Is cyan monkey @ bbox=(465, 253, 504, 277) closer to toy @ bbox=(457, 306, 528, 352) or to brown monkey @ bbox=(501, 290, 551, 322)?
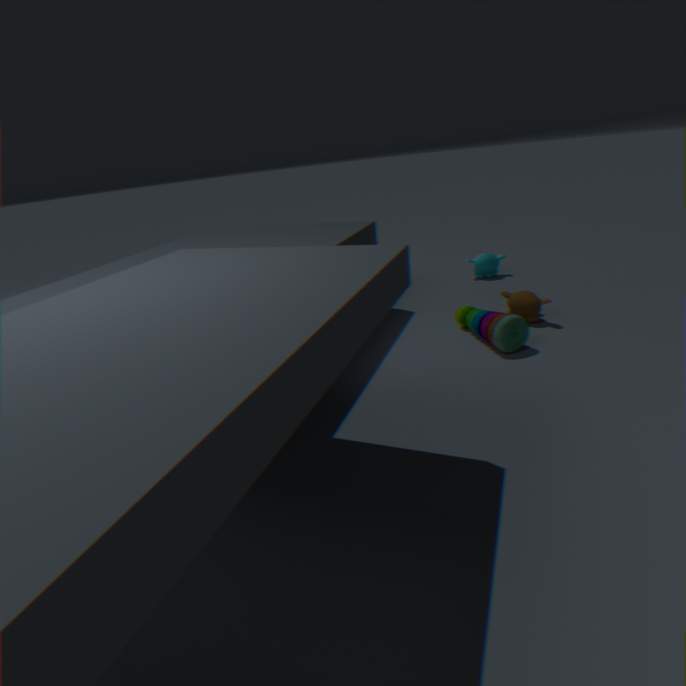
brown monkey @ bbox=(501, 290, 551, 322)
